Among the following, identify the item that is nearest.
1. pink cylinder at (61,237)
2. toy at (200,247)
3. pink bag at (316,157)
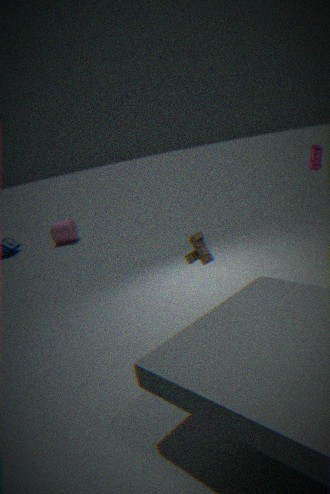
toy at (200,247)
